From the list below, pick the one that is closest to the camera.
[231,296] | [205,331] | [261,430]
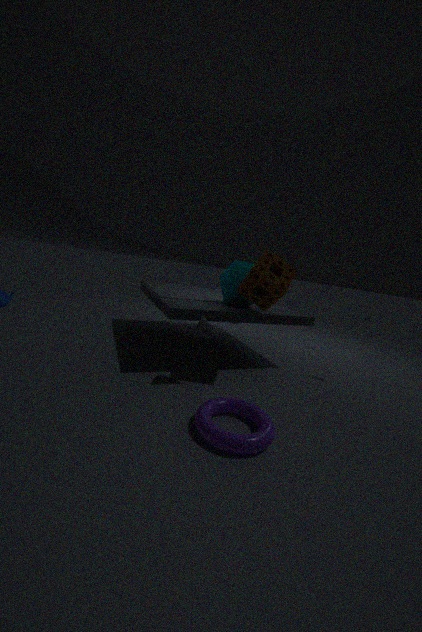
[261,430]
